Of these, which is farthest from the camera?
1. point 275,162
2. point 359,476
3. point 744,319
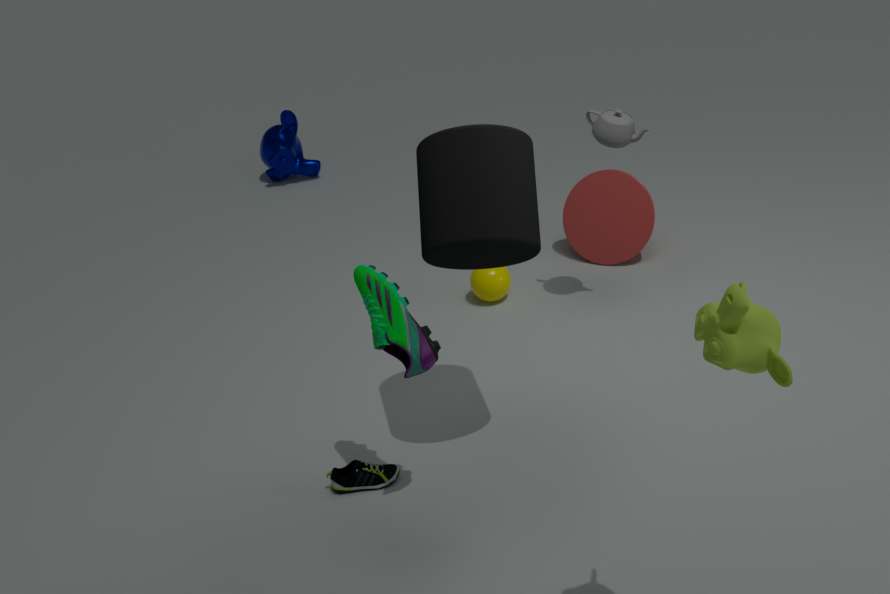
point 275,162
